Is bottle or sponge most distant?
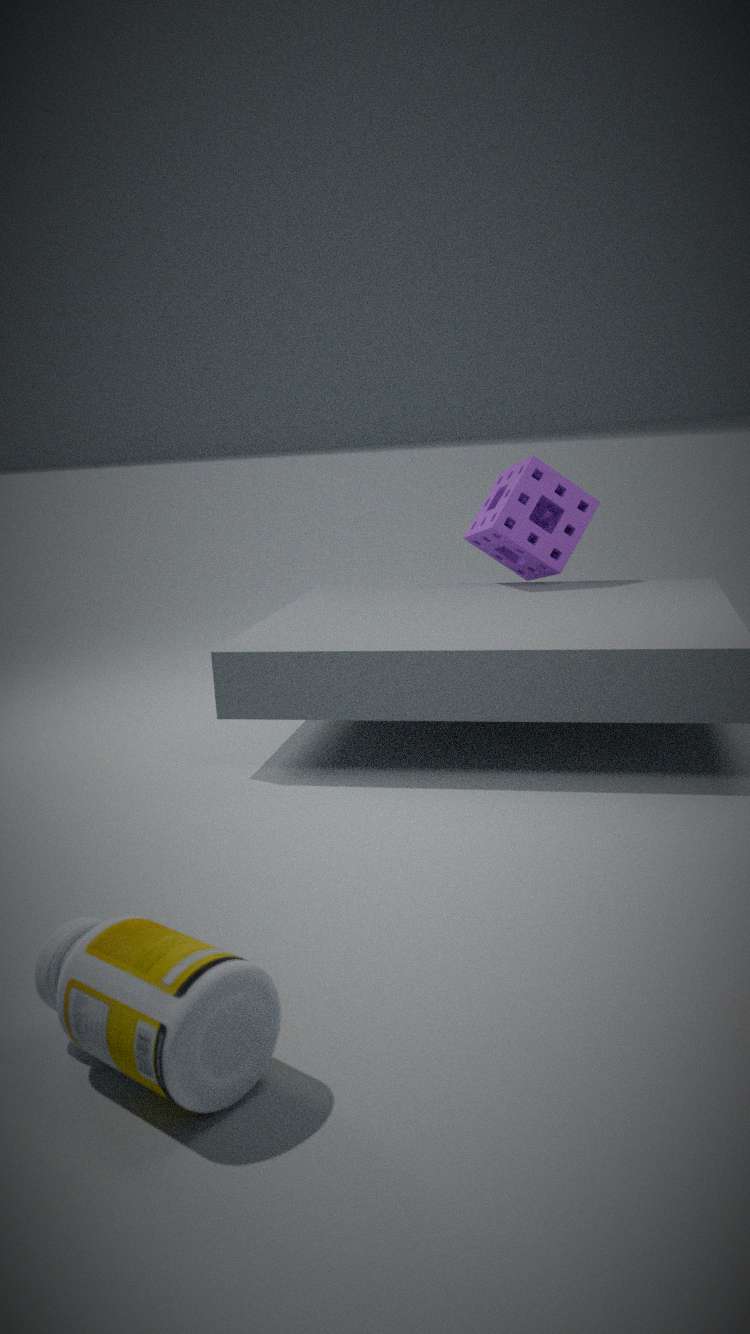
sponge
